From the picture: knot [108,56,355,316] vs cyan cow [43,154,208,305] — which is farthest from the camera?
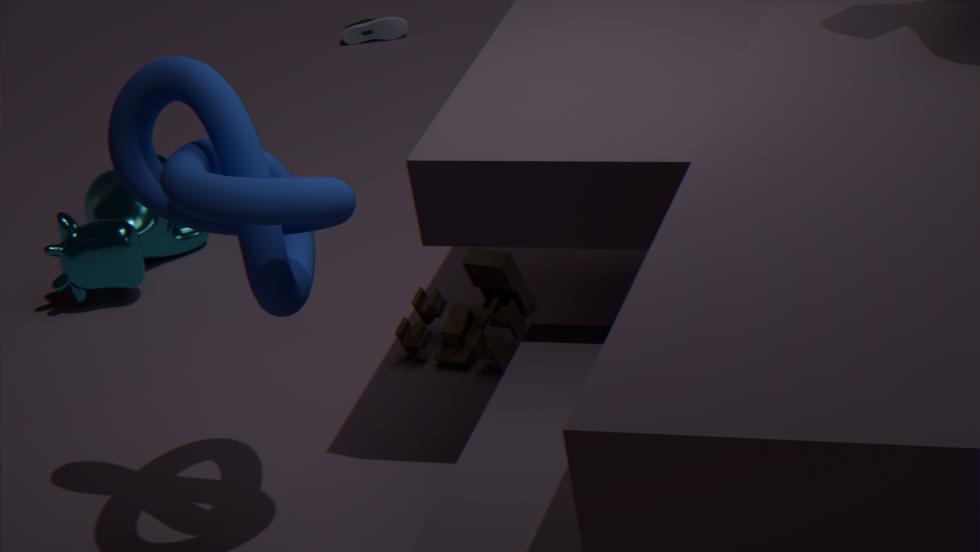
cyan cow [43,154,208,305]
